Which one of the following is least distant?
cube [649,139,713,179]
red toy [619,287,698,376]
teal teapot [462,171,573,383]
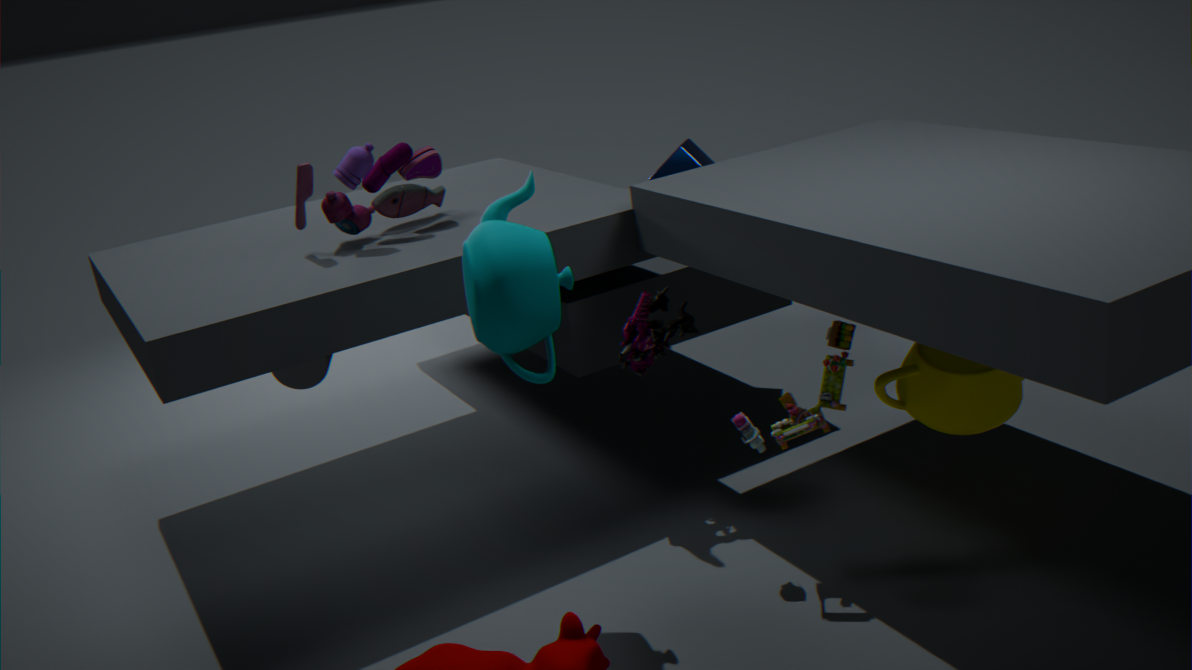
teal teapot [462,171,573,383]
